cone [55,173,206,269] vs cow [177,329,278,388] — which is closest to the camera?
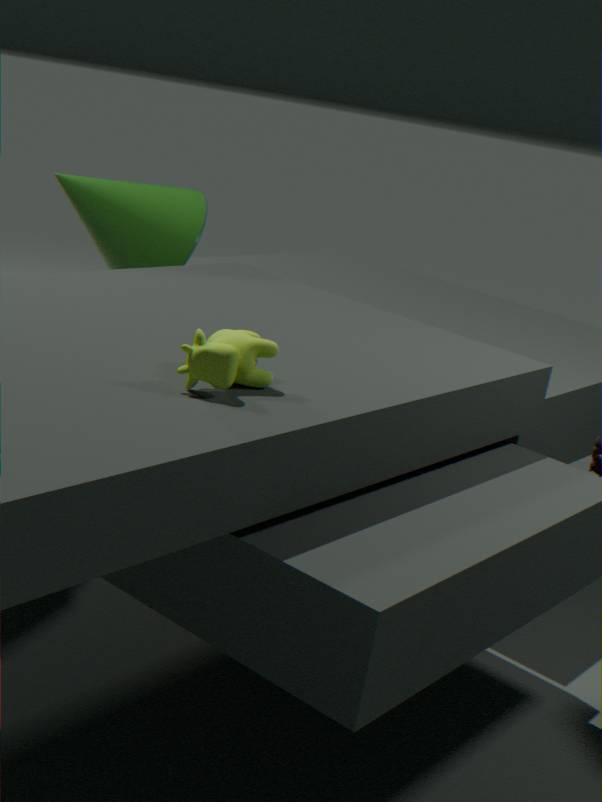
cow [177,329,278,388]
